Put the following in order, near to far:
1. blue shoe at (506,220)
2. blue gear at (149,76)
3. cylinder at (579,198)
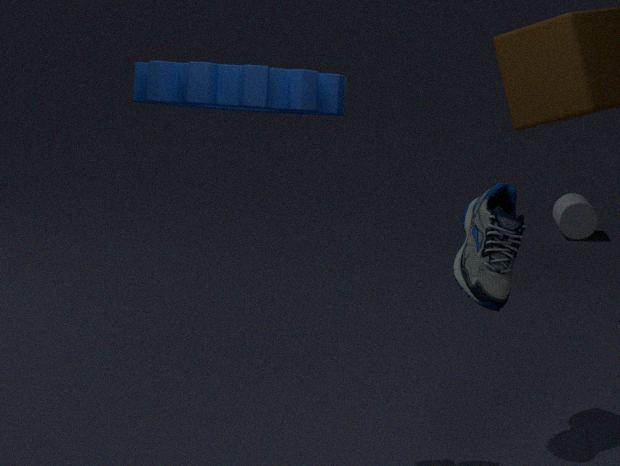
blue gear at (149,76) < blue shoe at (506,220) < cylinder at (579,198)
